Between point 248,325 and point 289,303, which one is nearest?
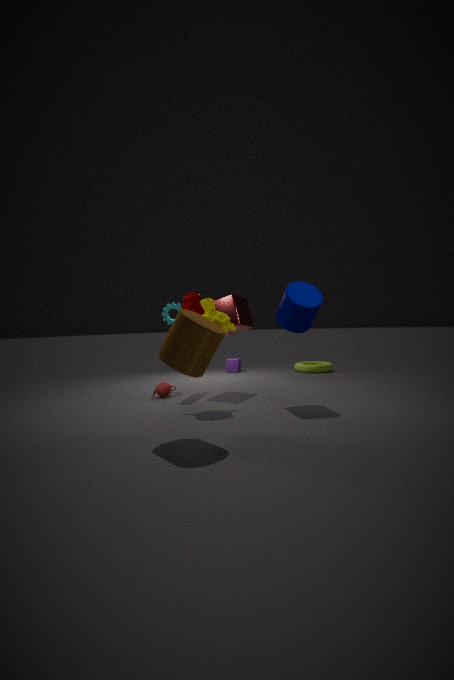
point 289,303
